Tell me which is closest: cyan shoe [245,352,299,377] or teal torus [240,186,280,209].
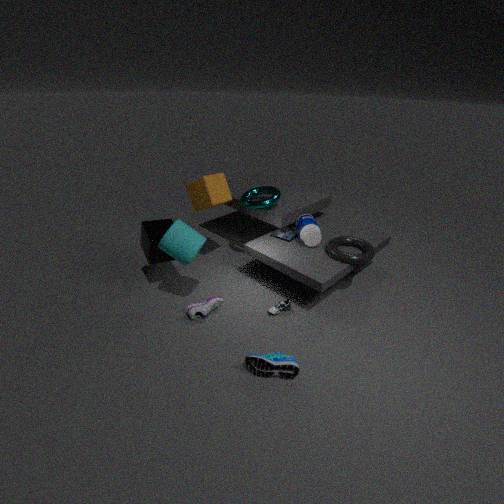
cyan shoe [245,352,299,377]
